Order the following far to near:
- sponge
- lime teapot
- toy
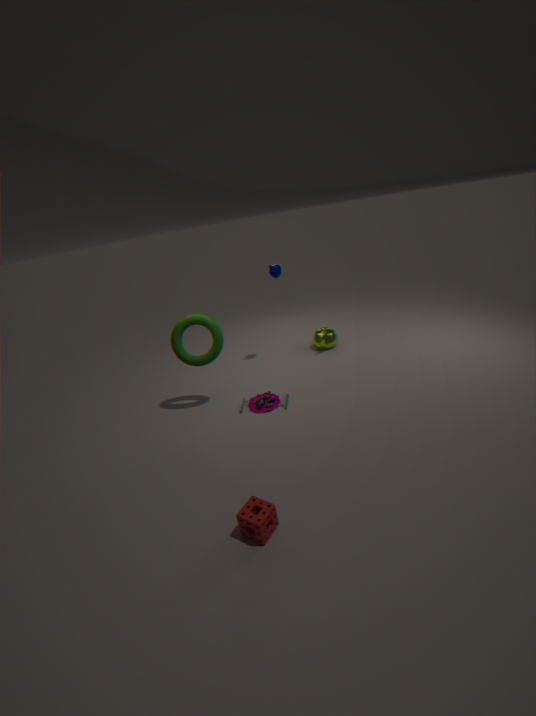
lime teapot < toy < sponge
